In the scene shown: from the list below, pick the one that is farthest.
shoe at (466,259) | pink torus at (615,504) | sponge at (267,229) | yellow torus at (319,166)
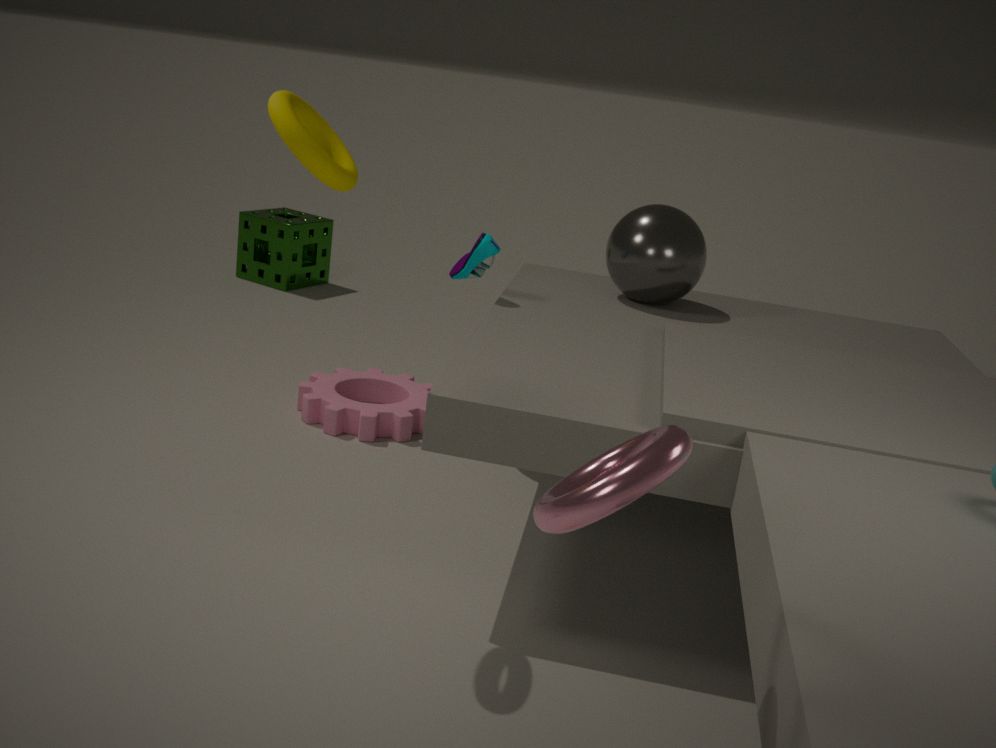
sponge at (267,229)
